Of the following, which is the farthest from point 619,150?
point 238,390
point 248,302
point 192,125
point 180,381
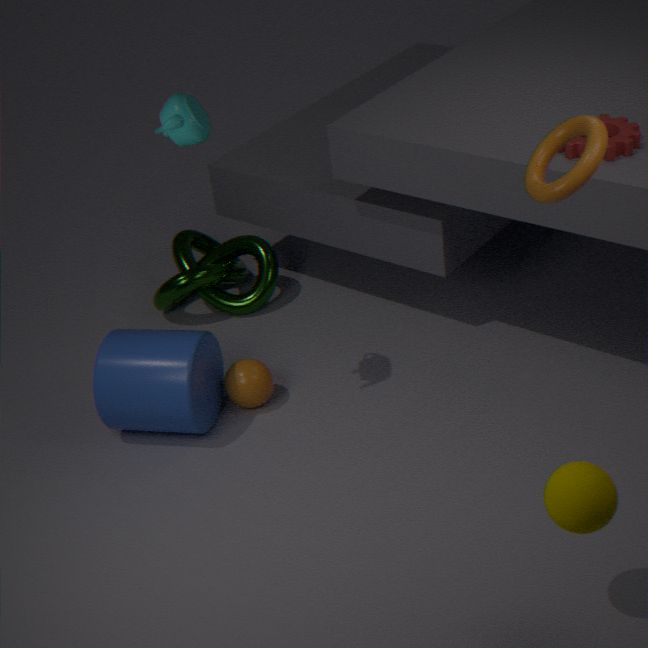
point 248,302
